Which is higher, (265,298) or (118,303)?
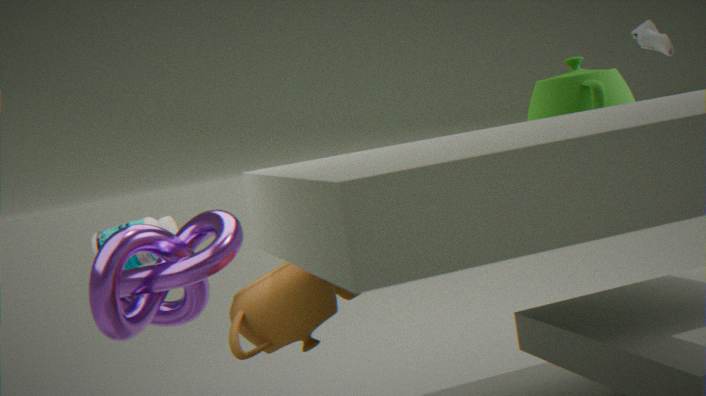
(118,303)
